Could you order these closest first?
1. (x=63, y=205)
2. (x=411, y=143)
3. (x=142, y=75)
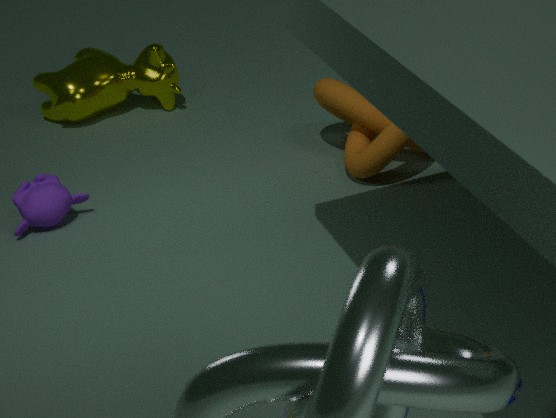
(x=63, y=205), (x=411, y=143), (x=142, y=75)
